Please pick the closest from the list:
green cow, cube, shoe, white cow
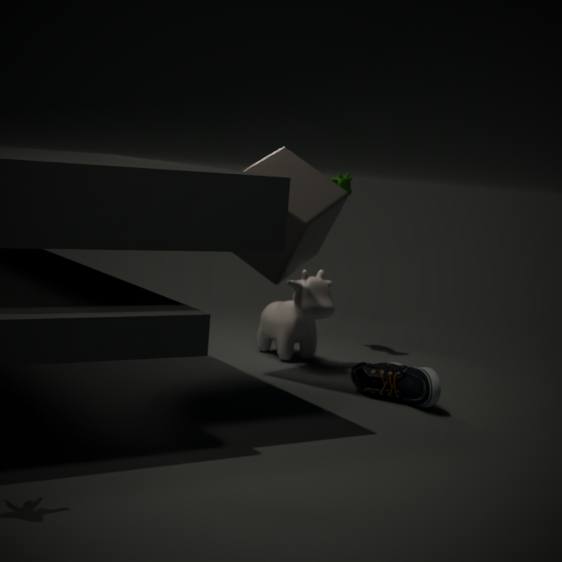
shoe
